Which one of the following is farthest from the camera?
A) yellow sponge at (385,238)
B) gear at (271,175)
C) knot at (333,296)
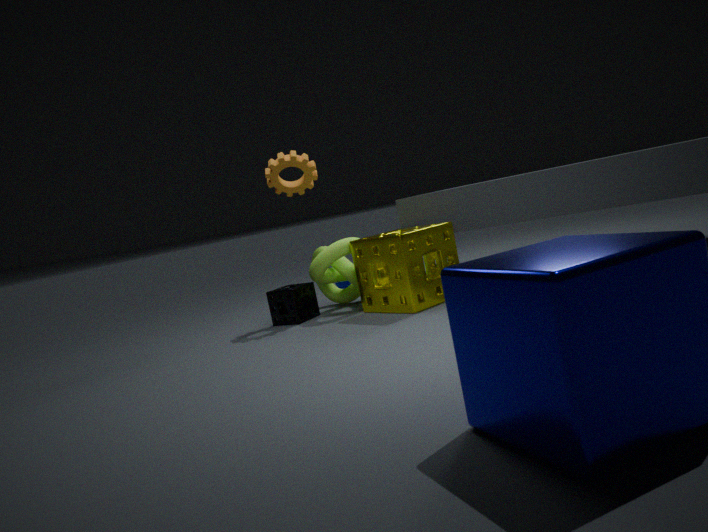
gear at (271,175)
